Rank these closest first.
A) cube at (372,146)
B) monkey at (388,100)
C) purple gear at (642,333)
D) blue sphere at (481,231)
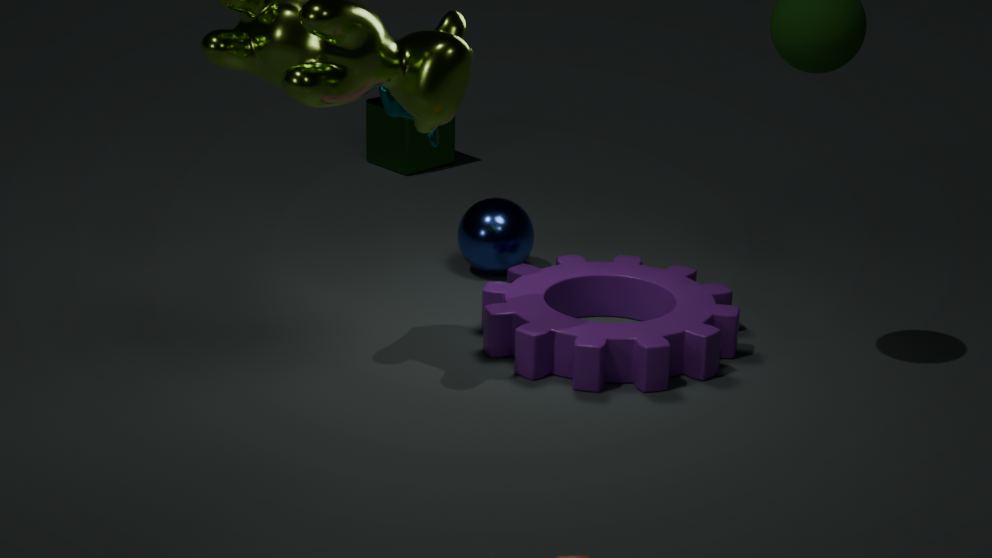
purple gear at (642,333) < monkey at (388,100) < blue sphere at (481,231) < cube at (372,146)
